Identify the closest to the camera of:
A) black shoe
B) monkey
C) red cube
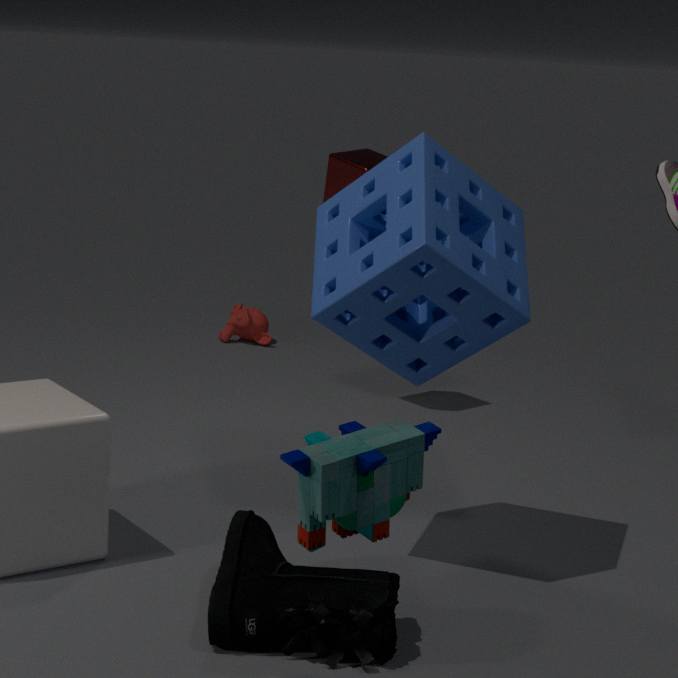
black shoe
